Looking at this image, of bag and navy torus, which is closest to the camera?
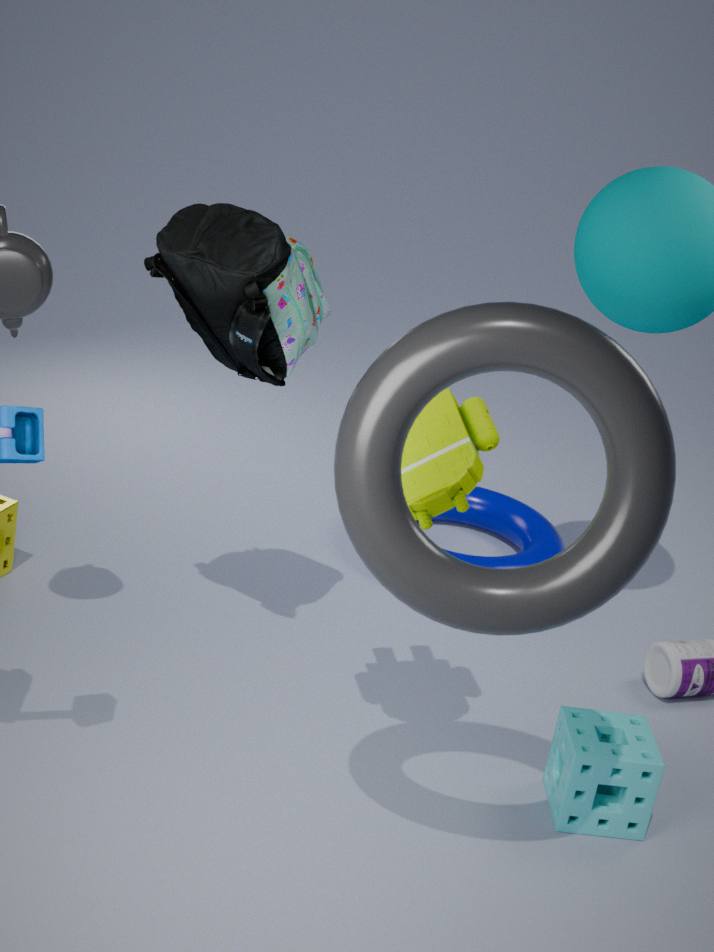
bag
